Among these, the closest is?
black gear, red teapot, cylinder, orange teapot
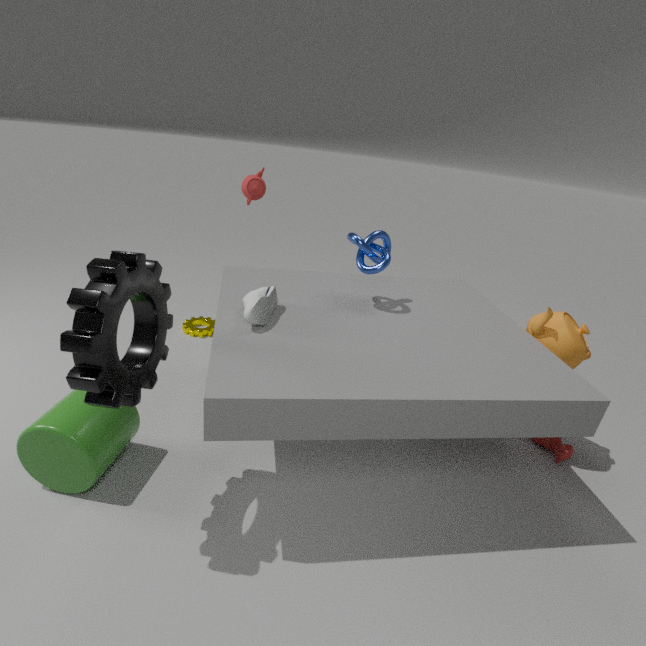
black gear
